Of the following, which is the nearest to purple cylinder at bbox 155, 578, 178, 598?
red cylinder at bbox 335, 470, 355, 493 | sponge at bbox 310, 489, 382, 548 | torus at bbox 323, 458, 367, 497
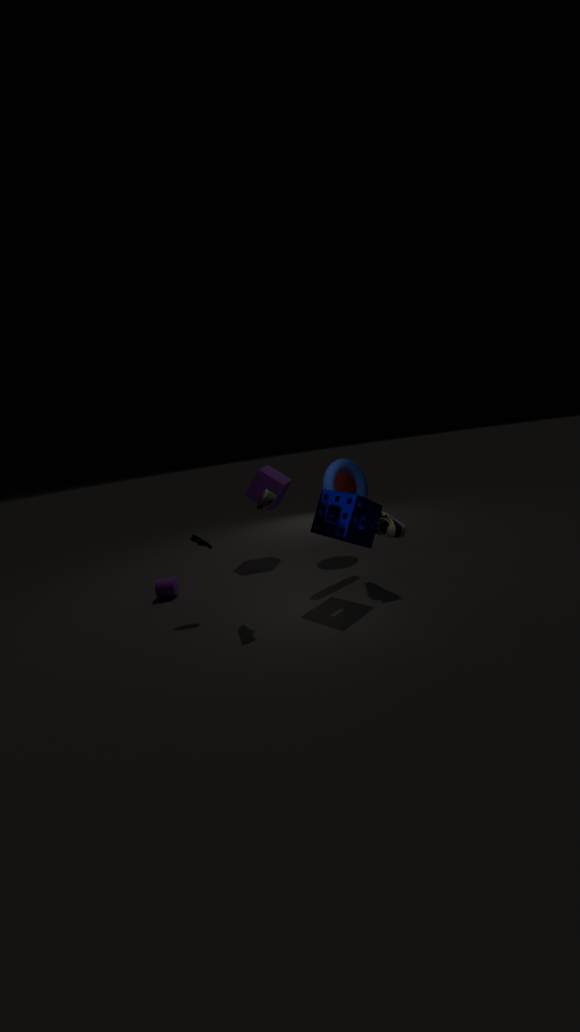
sponge at bbox 310, 489, 382, 548
